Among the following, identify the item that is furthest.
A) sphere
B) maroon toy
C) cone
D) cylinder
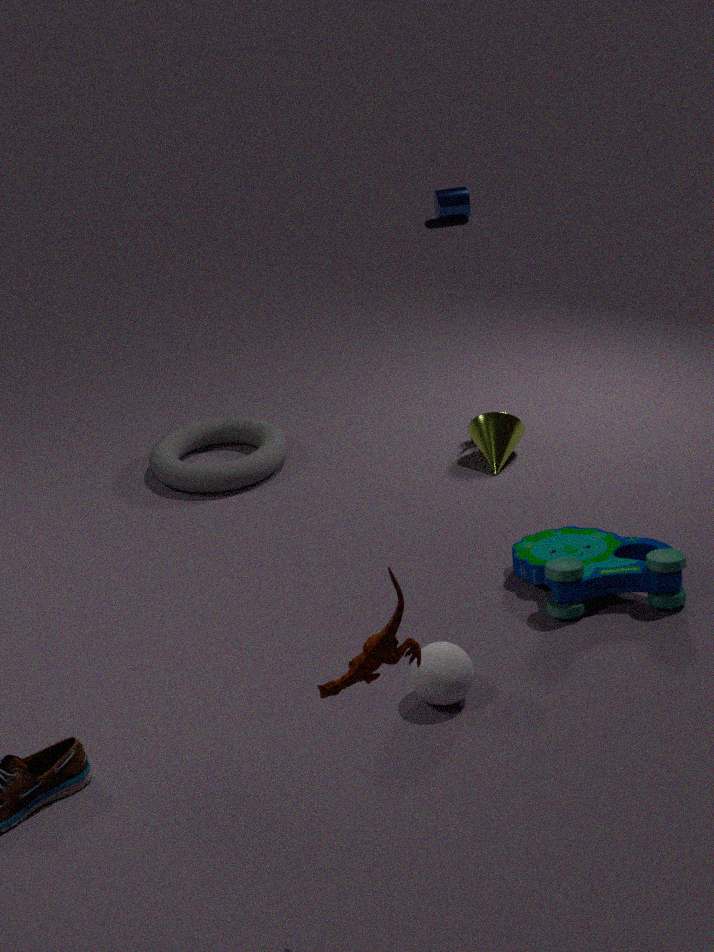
D. cylinder
